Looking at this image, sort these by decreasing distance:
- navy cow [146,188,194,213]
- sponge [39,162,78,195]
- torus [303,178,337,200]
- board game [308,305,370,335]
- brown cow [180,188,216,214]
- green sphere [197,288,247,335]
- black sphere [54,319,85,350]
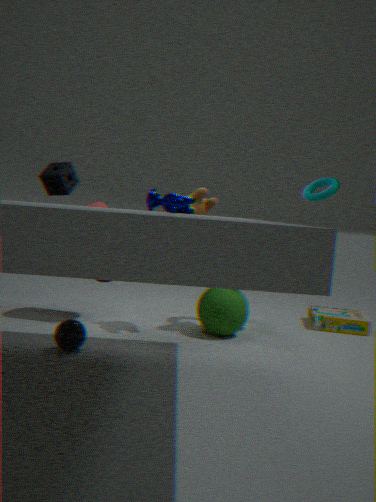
board game [308,305,370,335] → torus [303,178,337,200] → sponge [39,162,78,195] → brown cow [180,188,216,214] → green sphere [197,288,247,335] → black sphere [54,319,85,350] → navy cow [146,188,194,213]
